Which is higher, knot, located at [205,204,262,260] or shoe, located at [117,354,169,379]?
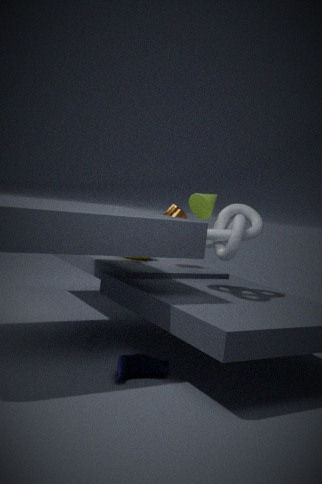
knot, located at [205,204,262,260]
